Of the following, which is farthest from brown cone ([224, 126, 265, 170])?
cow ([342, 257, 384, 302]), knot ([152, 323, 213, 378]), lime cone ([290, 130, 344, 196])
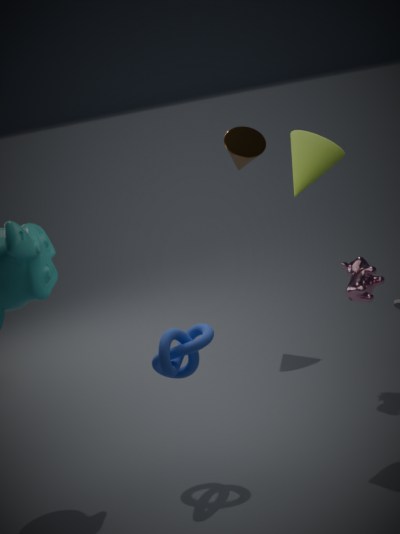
knot ([152, 323, 213, 378])
